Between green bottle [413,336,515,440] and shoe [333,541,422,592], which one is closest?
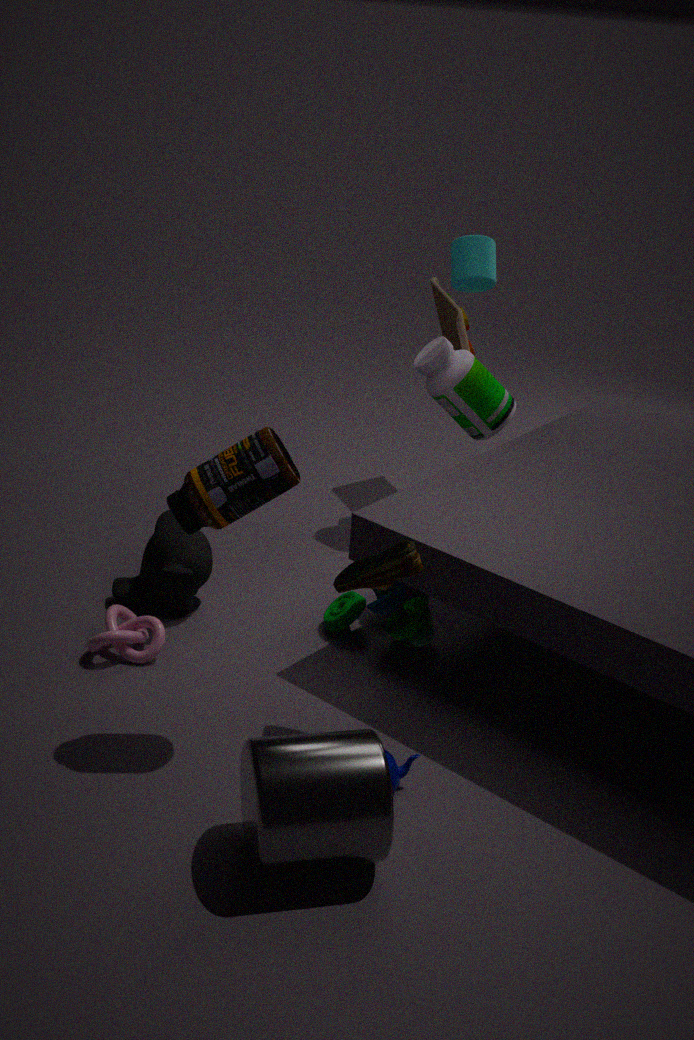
shoe [333,541,422,592]
